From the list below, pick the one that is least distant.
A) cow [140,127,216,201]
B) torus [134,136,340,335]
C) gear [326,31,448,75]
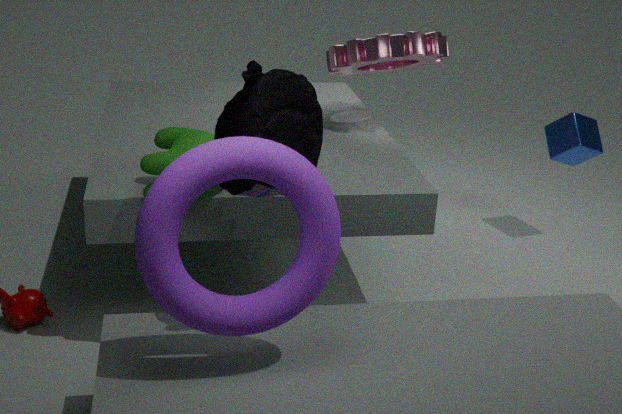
B. torus [134,136,340,335]
